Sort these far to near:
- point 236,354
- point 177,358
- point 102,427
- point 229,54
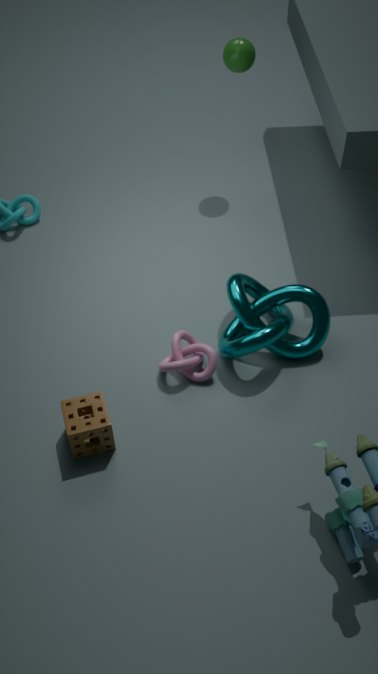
point 229,54
point 177,358
point 236,354
point 102,427
